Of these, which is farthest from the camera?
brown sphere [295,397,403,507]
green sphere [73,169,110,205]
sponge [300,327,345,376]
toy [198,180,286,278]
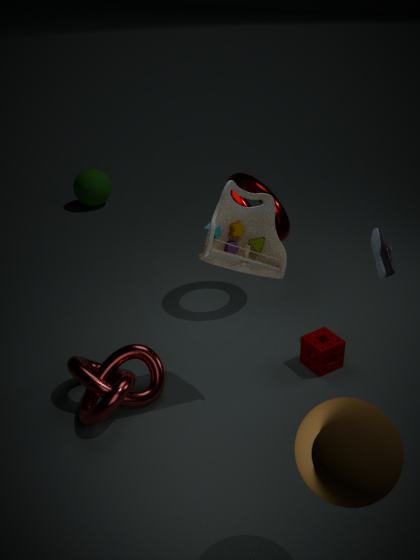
green sphere [73,169,110,205]
